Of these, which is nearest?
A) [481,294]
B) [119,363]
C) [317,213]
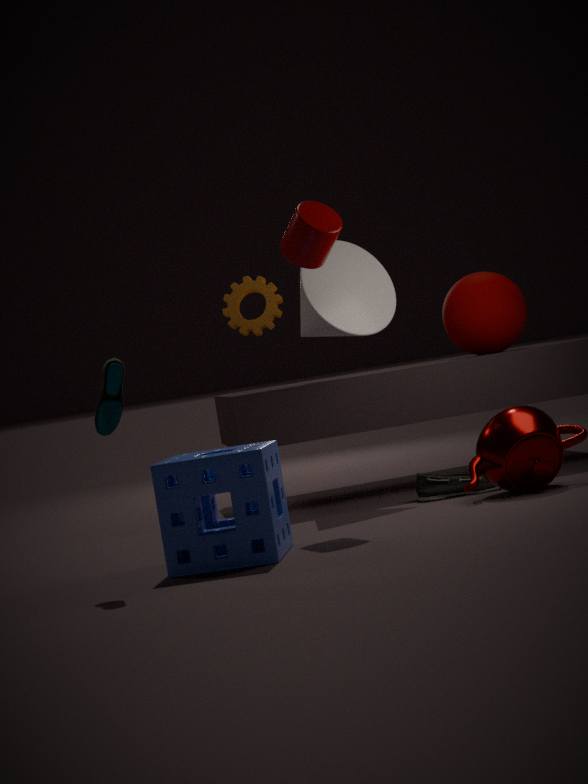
[119,363]
